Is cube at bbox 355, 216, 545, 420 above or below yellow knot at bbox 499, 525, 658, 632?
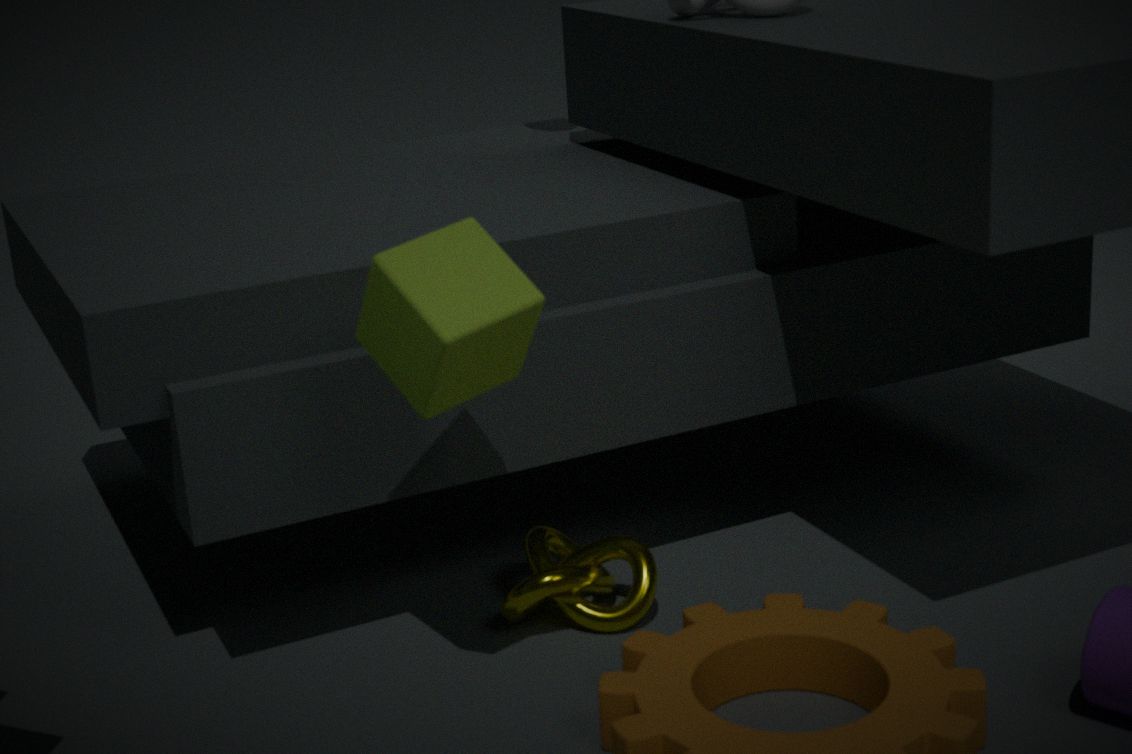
above
